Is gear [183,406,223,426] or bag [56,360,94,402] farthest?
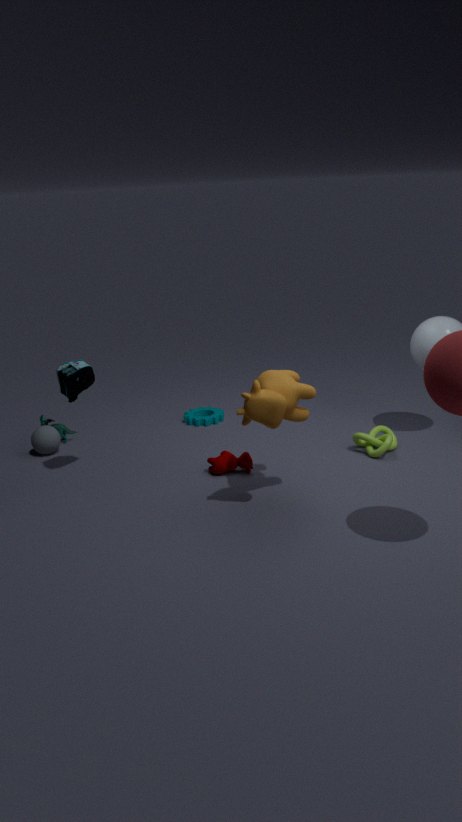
gear [183,406,223,426]
